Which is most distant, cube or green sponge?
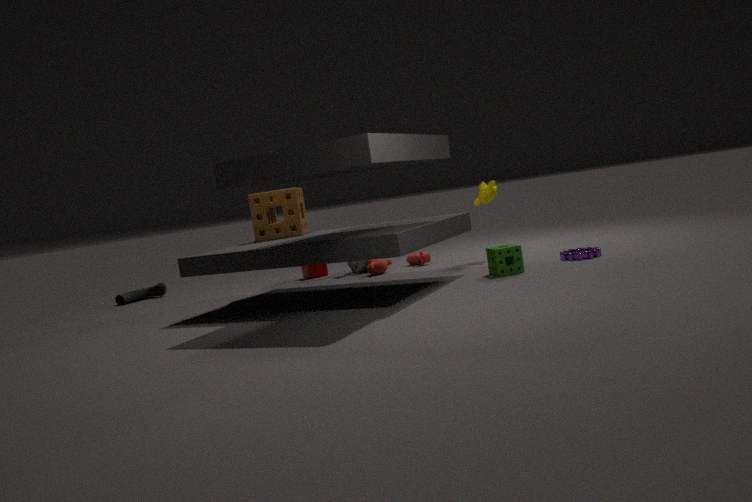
cube
